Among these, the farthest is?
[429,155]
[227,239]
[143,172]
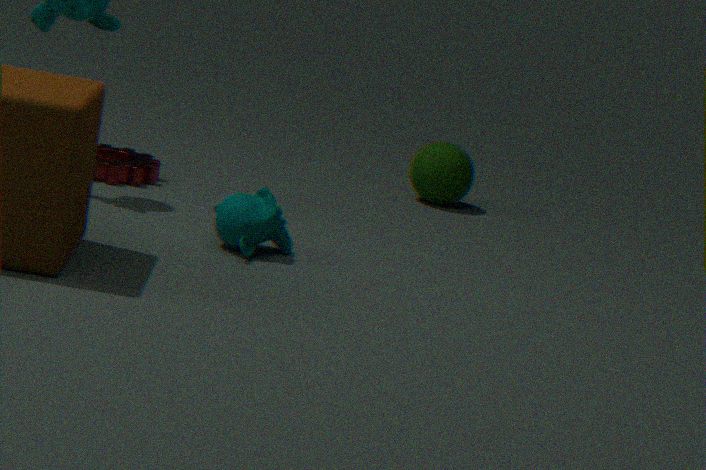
[429,155]
